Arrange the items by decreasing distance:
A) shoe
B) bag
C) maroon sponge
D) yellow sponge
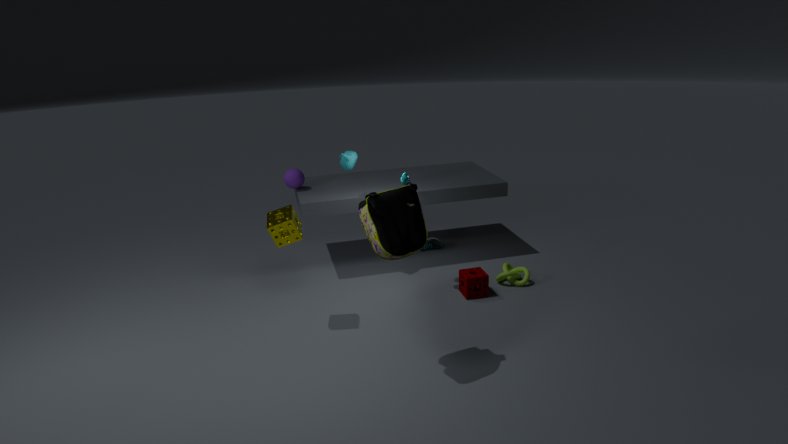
shoe
maroon sponge
yellow sponge
bag
